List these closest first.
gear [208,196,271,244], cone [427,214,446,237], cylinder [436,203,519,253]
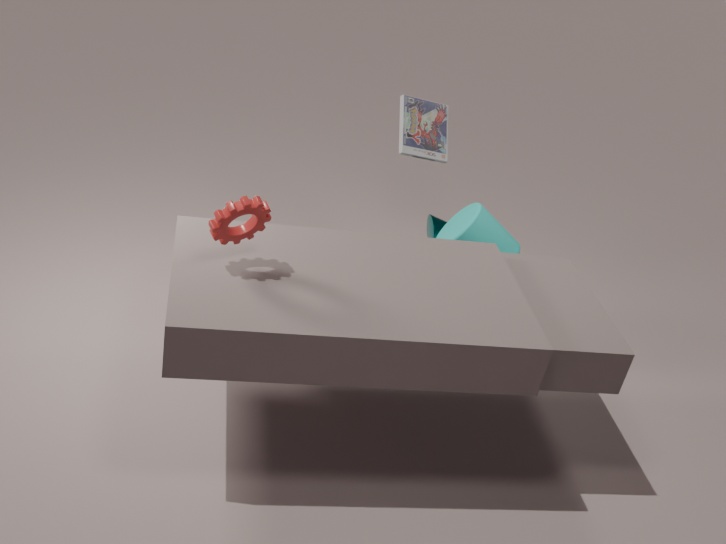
gear [208,196,271,244] < cylinder [436,203,519,253] < cone [427,214,446,237]
